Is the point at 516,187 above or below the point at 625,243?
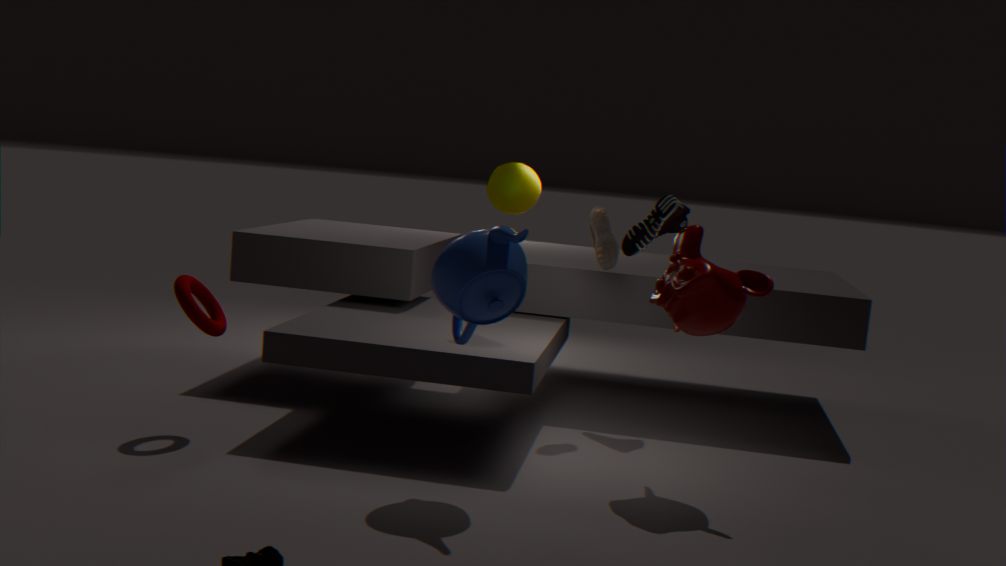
above
